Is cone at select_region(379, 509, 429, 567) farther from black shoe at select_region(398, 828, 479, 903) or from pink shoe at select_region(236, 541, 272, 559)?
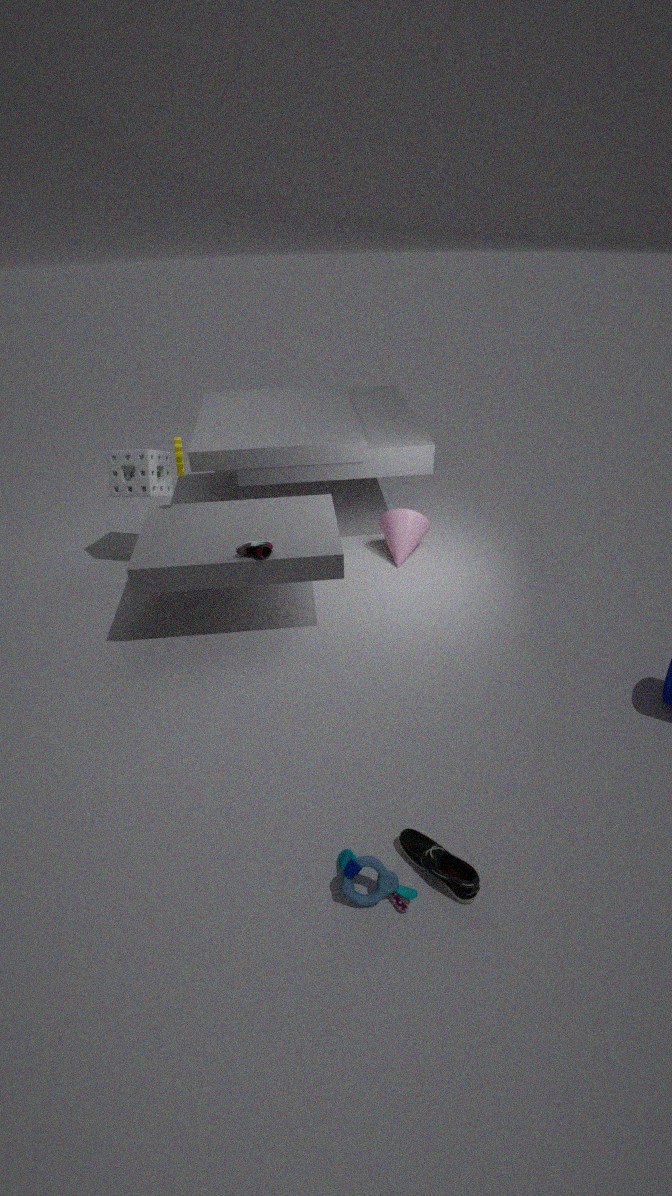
black shoe at select_region(398, 828, 479, 903)
